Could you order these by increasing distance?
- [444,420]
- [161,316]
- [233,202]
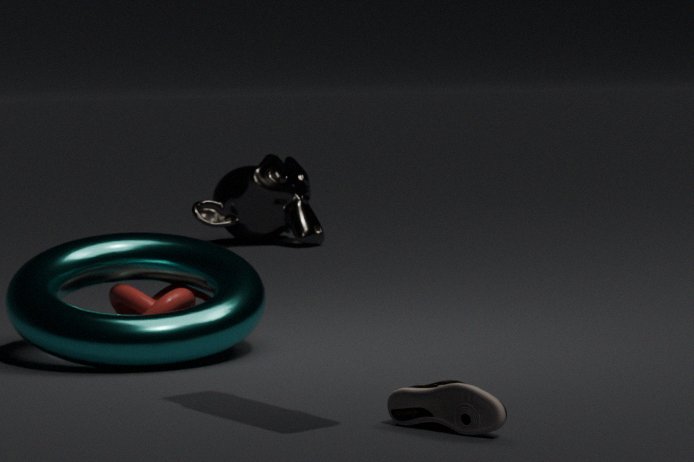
[444,420] → [161,316] → [233,202]
